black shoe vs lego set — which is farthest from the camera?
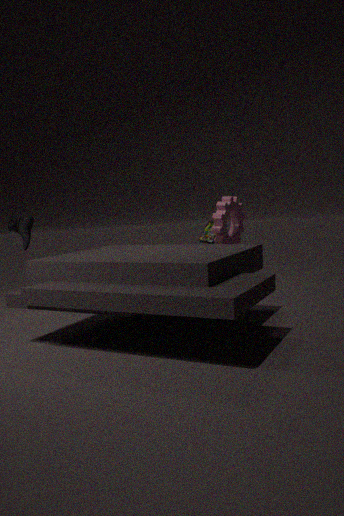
lego set
